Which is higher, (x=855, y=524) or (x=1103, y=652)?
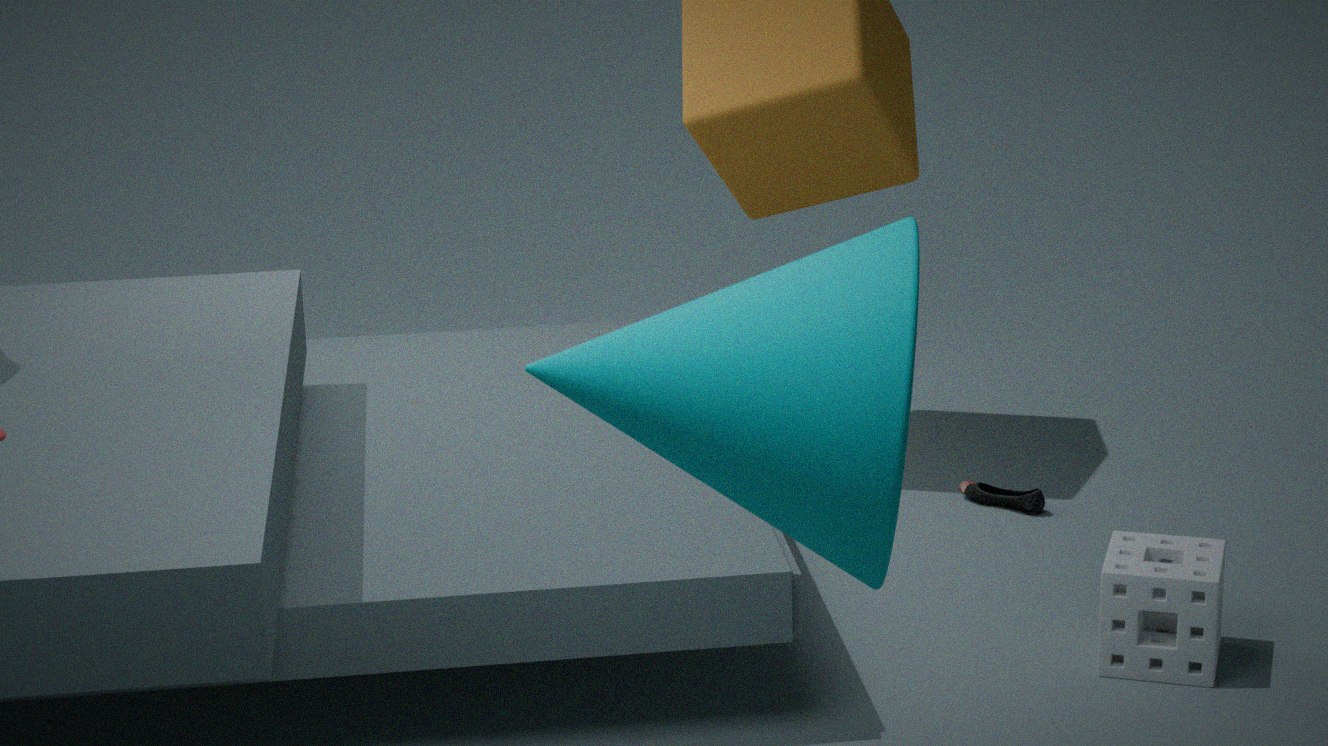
(x=855, y=524)
